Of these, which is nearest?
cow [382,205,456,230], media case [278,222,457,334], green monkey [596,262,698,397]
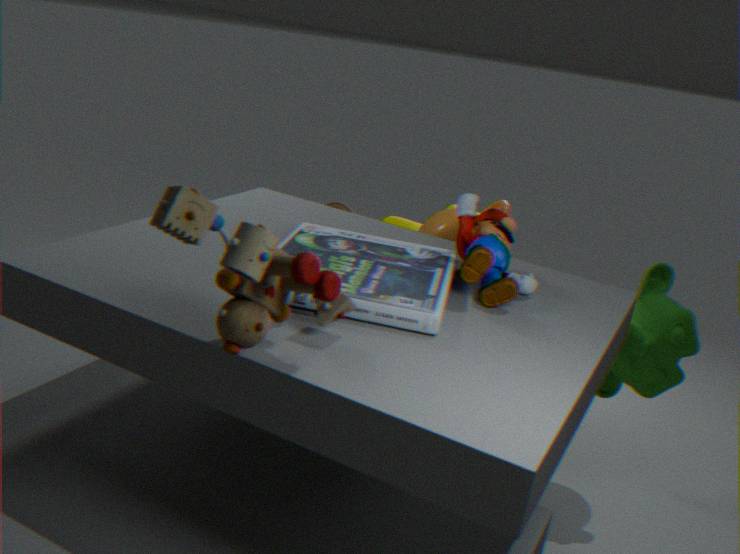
media case [278,222,457,334]
